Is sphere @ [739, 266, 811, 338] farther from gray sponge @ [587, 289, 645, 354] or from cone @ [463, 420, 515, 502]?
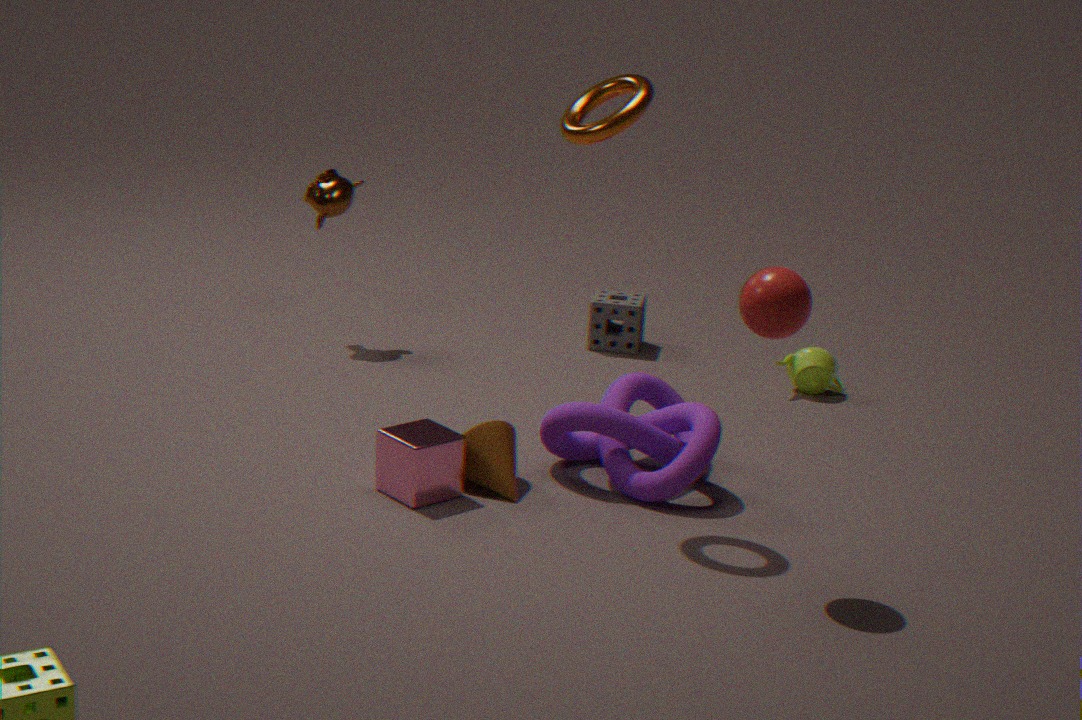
gray sponge @ [587, 289, 645, 354]
